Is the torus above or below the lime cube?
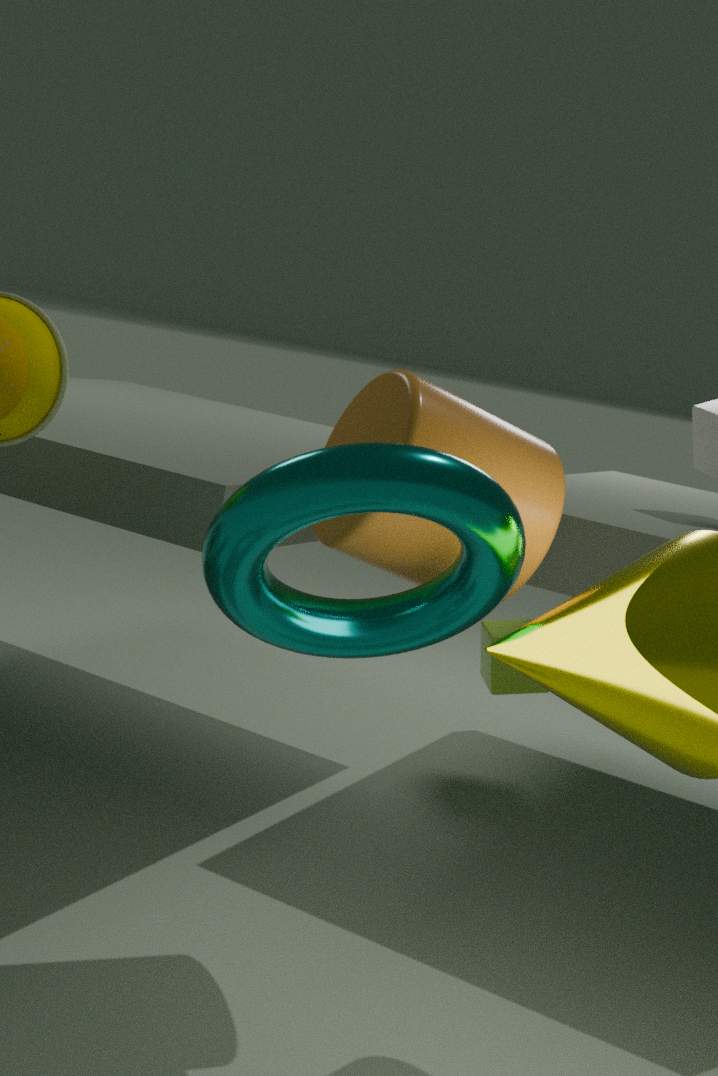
above
